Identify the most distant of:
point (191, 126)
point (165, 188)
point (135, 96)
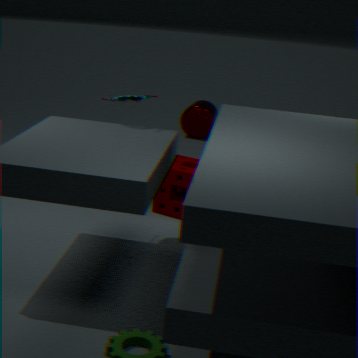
point (191, 126)
